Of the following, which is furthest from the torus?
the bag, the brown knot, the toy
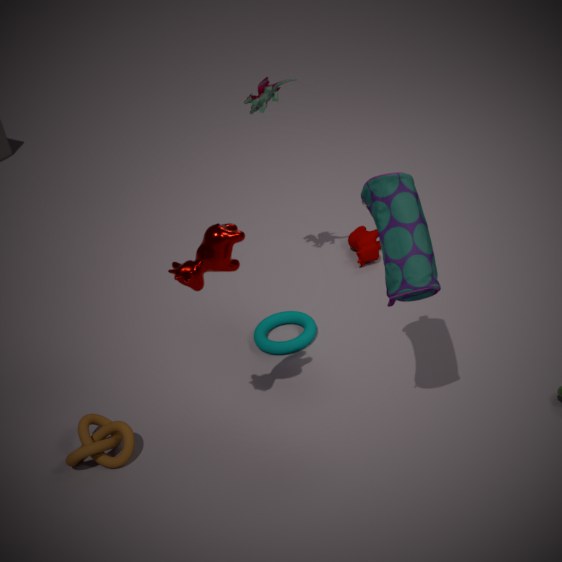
the bag
